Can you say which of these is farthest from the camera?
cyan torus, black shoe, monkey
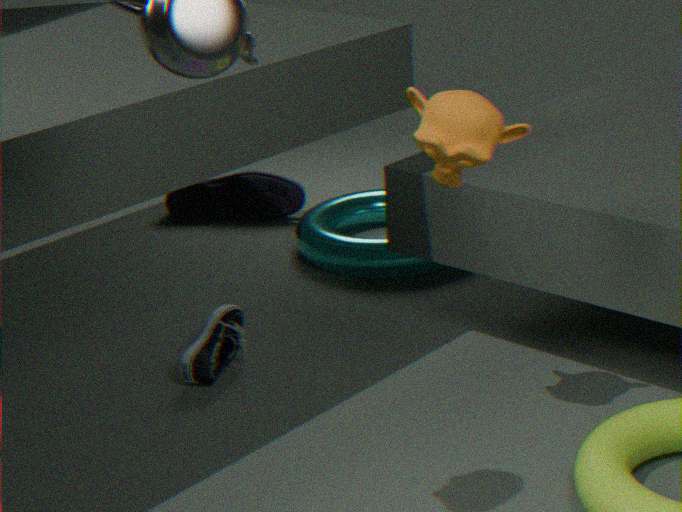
cyan torus
